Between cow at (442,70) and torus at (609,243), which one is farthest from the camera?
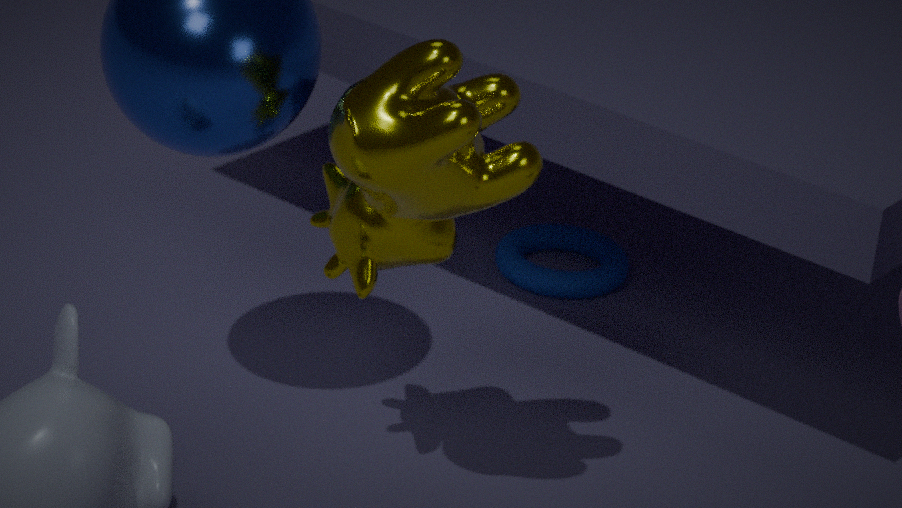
torus at (609,243)
